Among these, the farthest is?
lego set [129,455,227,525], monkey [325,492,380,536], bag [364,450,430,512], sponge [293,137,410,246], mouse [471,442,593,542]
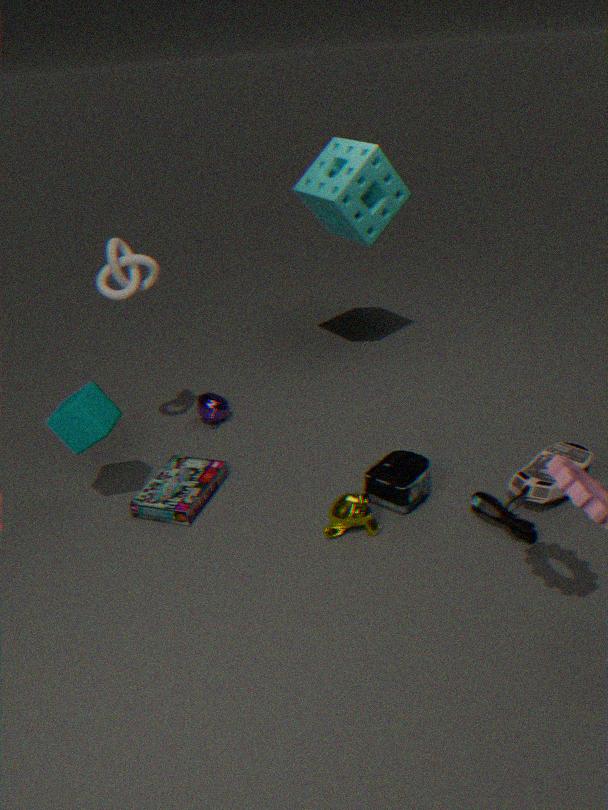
sponge [293,137,410,246]
